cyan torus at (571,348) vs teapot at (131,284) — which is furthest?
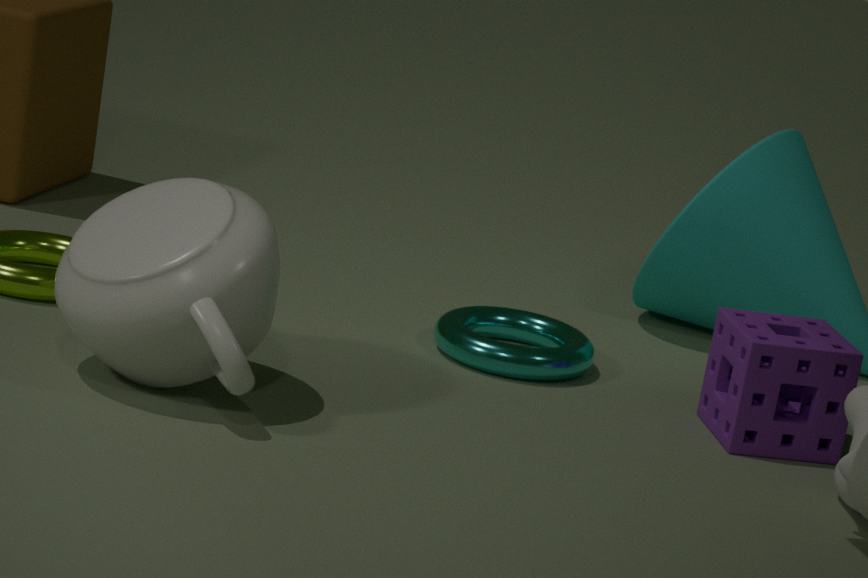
cyan torus at (571,348)
